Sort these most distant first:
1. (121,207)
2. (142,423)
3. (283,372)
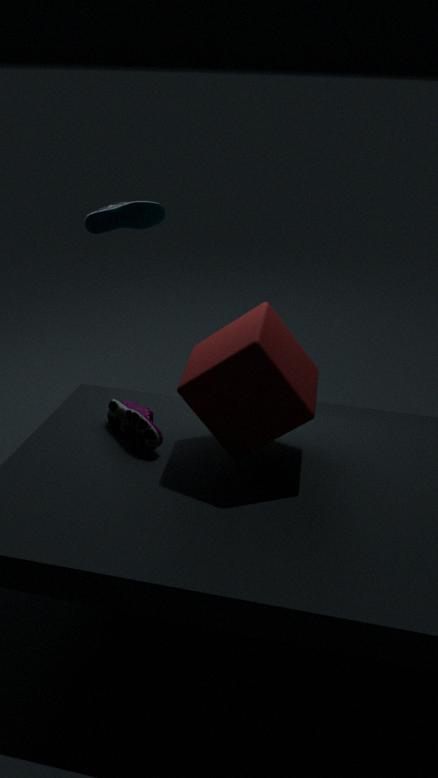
(121,207), (142,423), (283,372)
